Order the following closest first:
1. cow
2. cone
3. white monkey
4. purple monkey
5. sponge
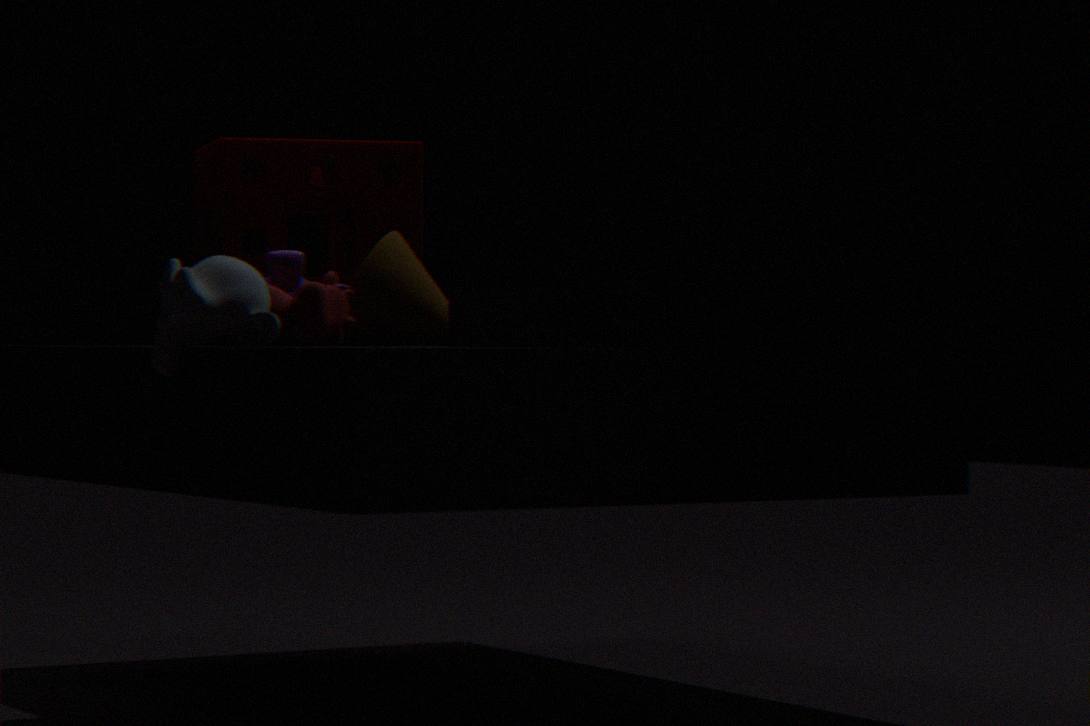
white monkey, cow, cone, purple monkey, sponge
